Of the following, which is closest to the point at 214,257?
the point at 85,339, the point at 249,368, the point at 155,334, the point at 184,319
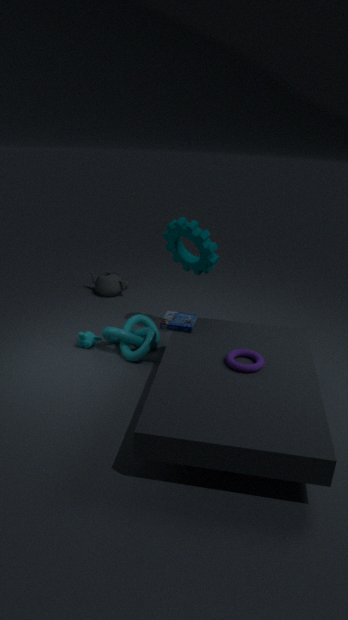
the point at 184,319
